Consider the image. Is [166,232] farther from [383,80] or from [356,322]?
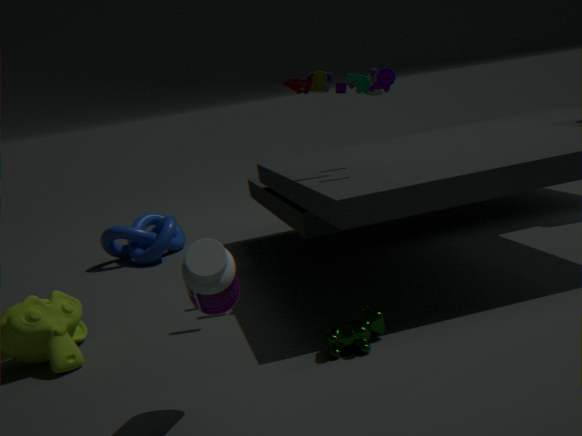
[356,322]
